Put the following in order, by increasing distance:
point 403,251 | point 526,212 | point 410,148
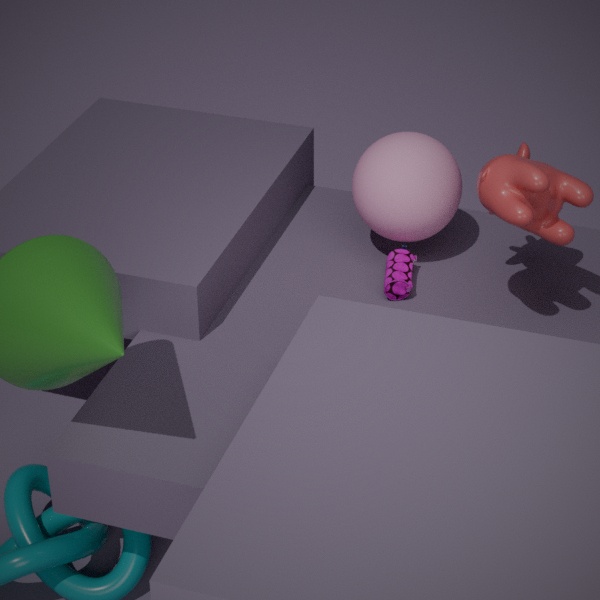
point 526,212, point 410,148, point 403,251
